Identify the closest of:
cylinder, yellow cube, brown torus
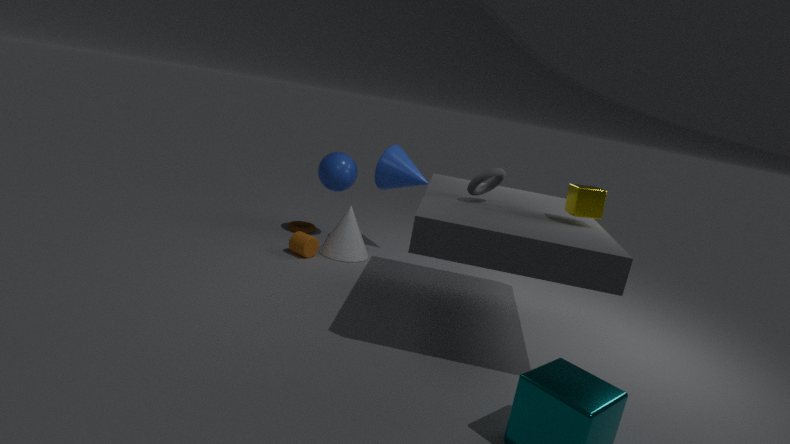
yellow cube
